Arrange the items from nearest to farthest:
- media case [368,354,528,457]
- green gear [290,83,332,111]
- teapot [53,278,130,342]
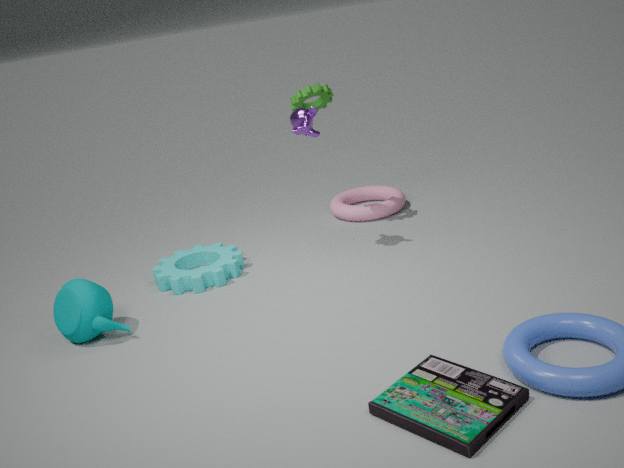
media case [368,354,528,457]
teapot [53,278,130,342]
green gear [290,83,332,111]
